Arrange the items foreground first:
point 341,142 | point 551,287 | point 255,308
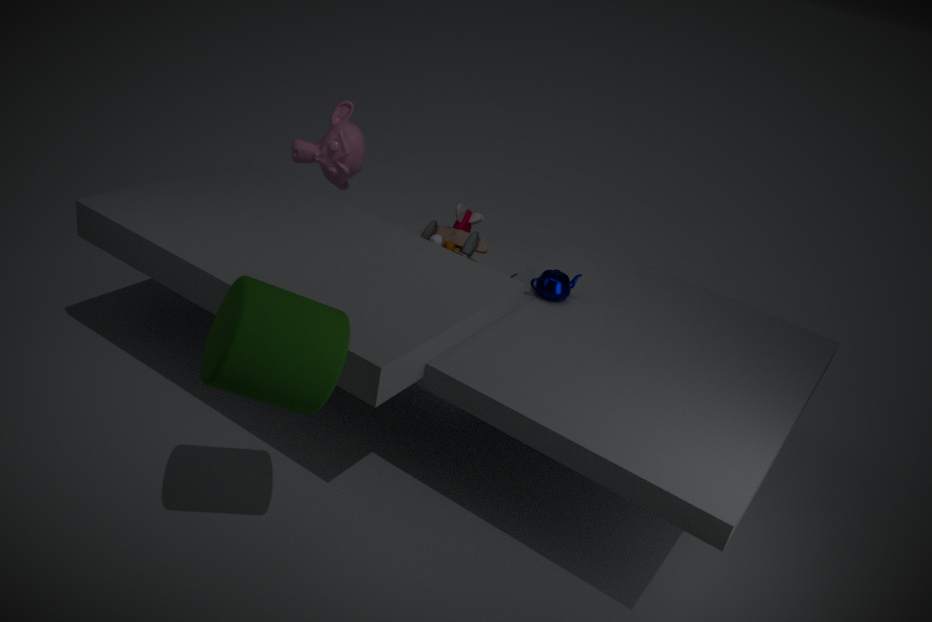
point 255,308 → point 551,287 → point 341,142
